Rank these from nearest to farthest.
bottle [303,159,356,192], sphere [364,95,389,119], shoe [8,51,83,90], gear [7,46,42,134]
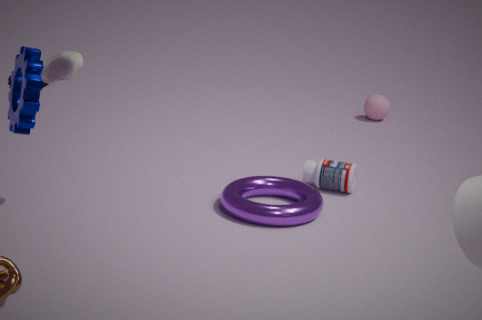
gear [7,46,42,134] < shoe [8,51,83,90] < bottle [303,159,356,192] < sphere [364,95,389,119]
